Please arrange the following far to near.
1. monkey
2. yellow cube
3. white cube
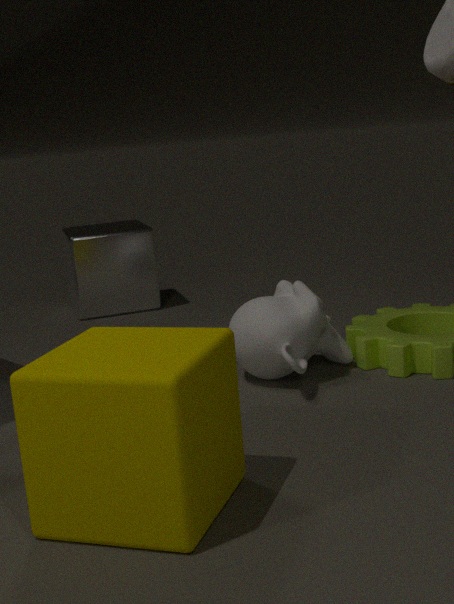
white cube < monkey < yellow cube
